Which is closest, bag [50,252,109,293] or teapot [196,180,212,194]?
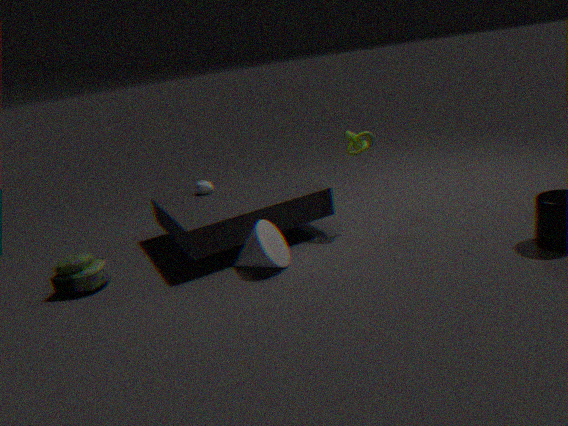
bag [50,252,109,293]
